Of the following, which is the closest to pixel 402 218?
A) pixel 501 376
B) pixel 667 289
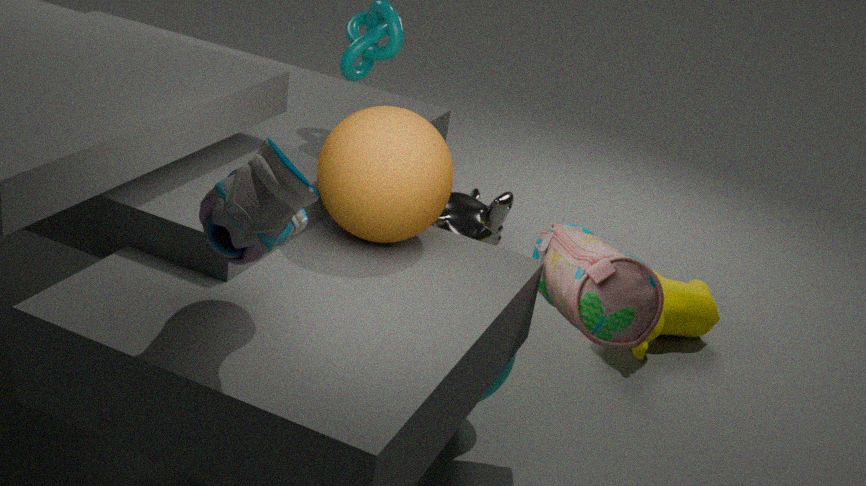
pixel 501 376
